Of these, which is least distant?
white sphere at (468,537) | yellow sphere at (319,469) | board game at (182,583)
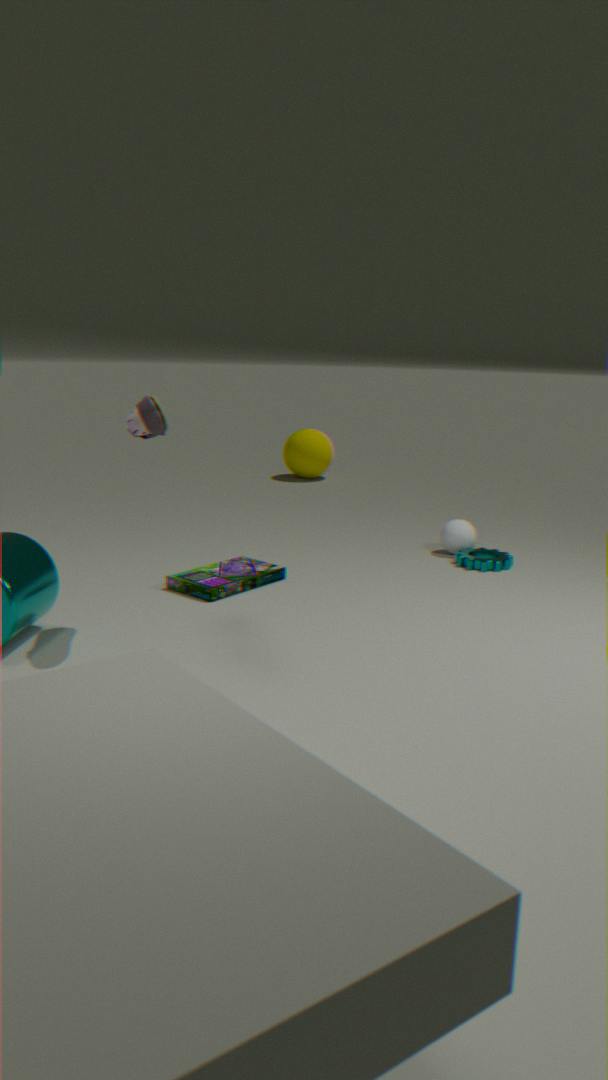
board game at (182,583)
